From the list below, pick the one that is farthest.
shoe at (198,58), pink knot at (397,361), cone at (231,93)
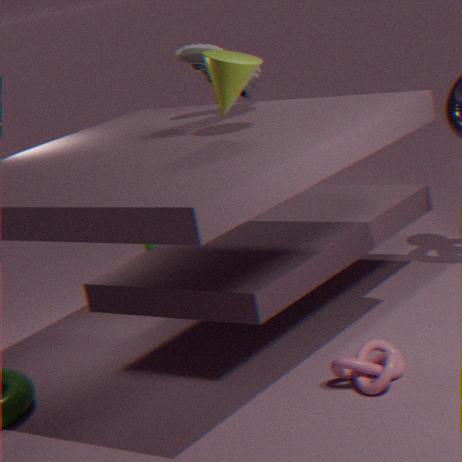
shoe at (198,58)
